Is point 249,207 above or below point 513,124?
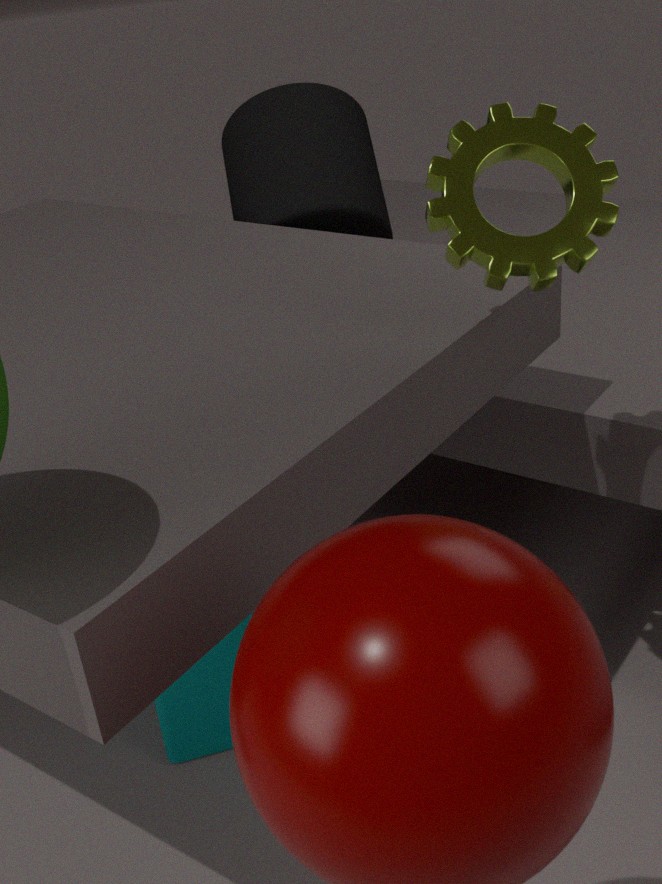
below
